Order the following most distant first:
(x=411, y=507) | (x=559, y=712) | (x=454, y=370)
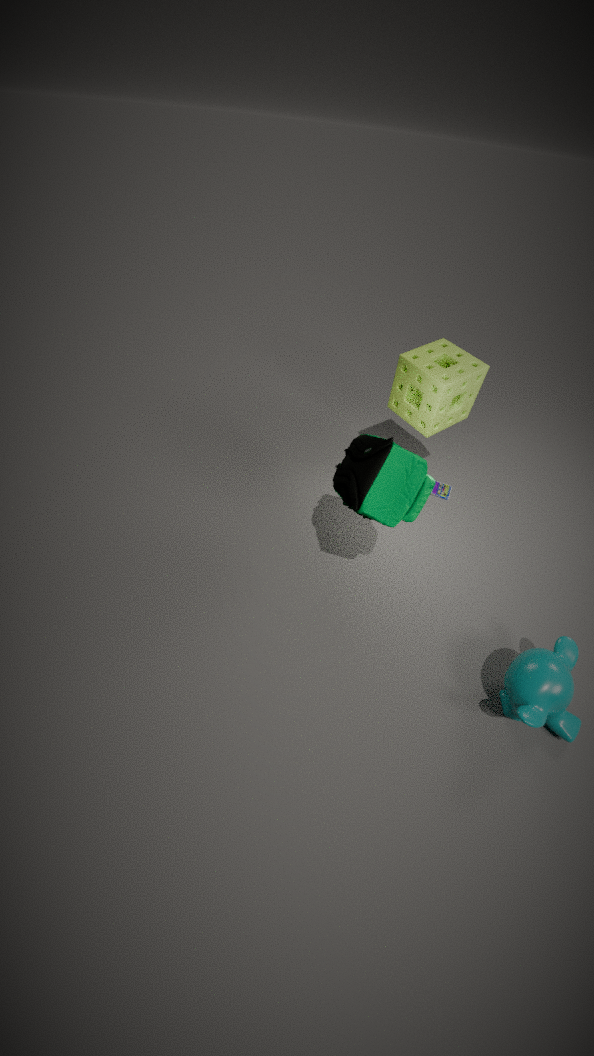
(x=454, y=370)
(x=411, y=507)
(x=559, y=712)
